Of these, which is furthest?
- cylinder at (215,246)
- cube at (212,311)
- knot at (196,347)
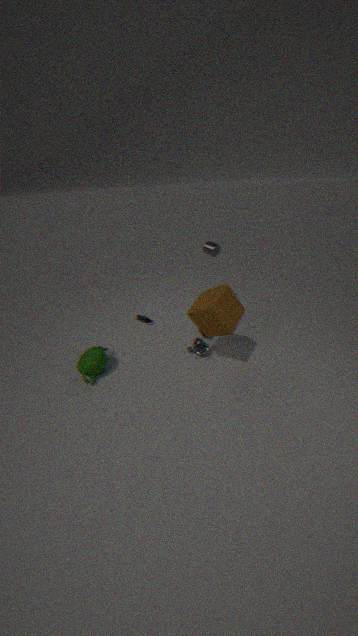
cylinder at (215,246)
